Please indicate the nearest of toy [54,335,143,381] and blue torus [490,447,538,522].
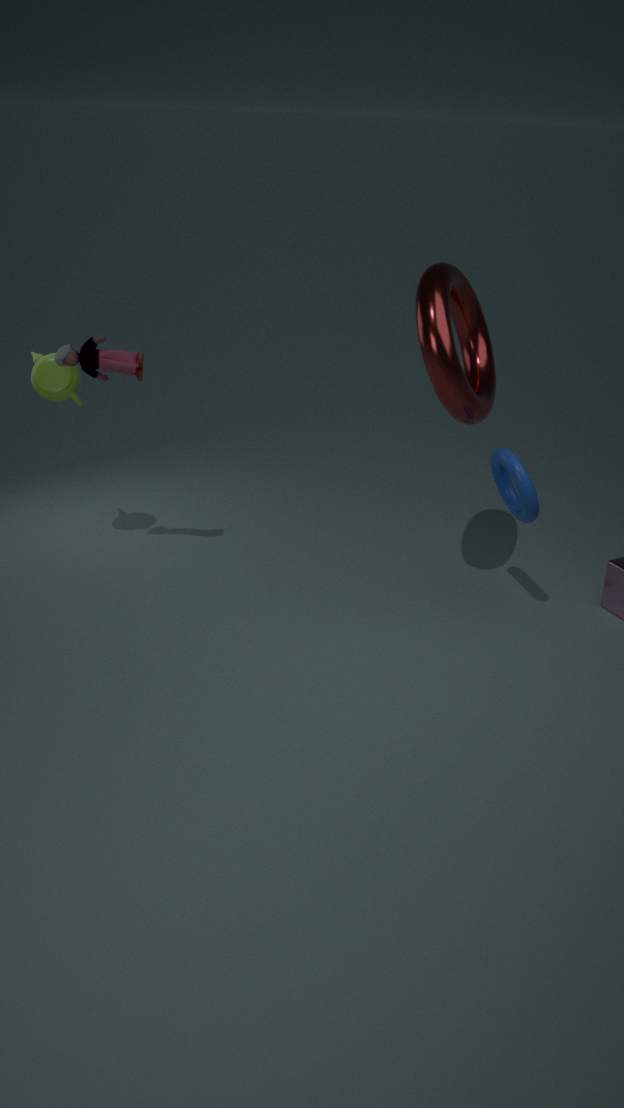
blue torus [490,447,538,522]
